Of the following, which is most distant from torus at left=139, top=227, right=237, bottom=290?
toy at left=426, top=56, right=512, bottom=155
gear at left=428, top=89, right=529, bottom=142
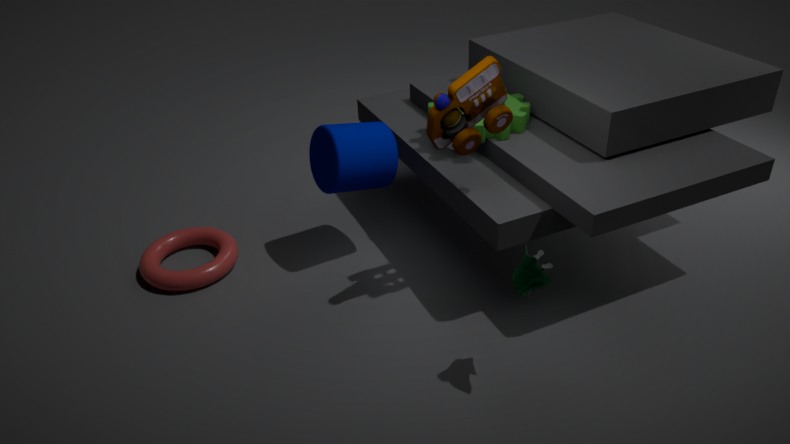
toy at left=426, top=56, right=512, bottom=155
